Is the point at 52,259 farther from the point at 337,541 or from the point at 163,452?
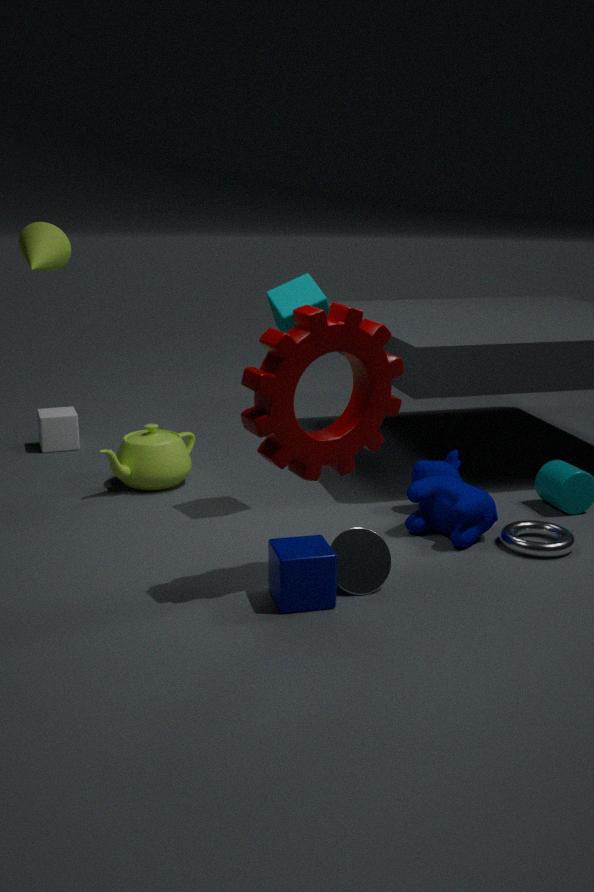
the point at 337,541
